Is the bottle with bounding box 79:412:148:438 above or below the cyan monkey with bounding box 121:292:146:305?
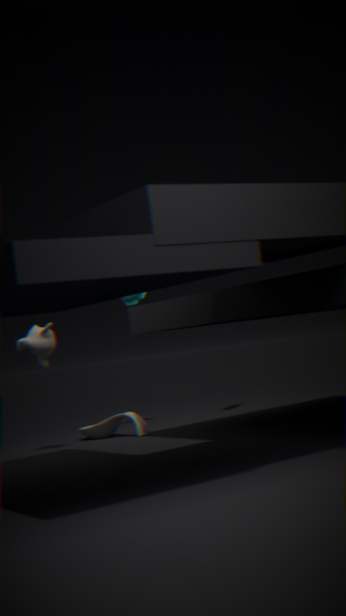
below
